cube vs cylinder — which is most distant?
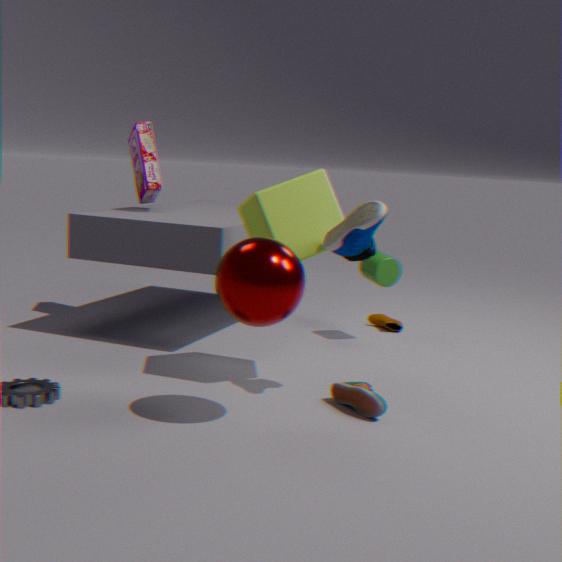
cylinder
